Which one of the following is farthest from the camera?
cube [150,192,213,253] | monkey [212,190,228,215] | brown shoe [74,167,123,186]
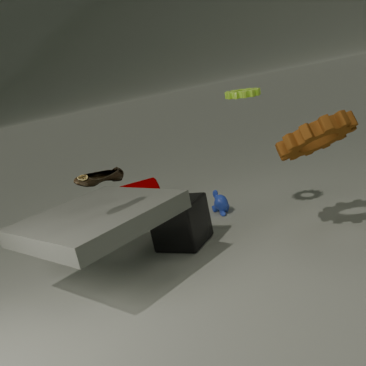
monkey [212,190,228,215]
